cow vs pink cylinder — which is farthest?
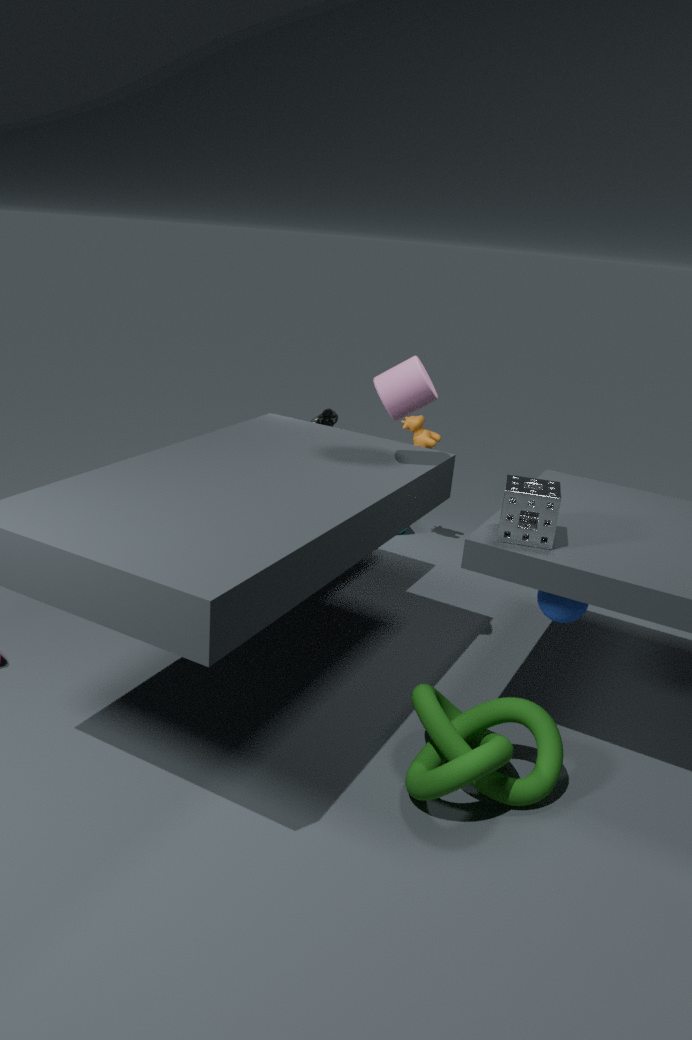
cow
